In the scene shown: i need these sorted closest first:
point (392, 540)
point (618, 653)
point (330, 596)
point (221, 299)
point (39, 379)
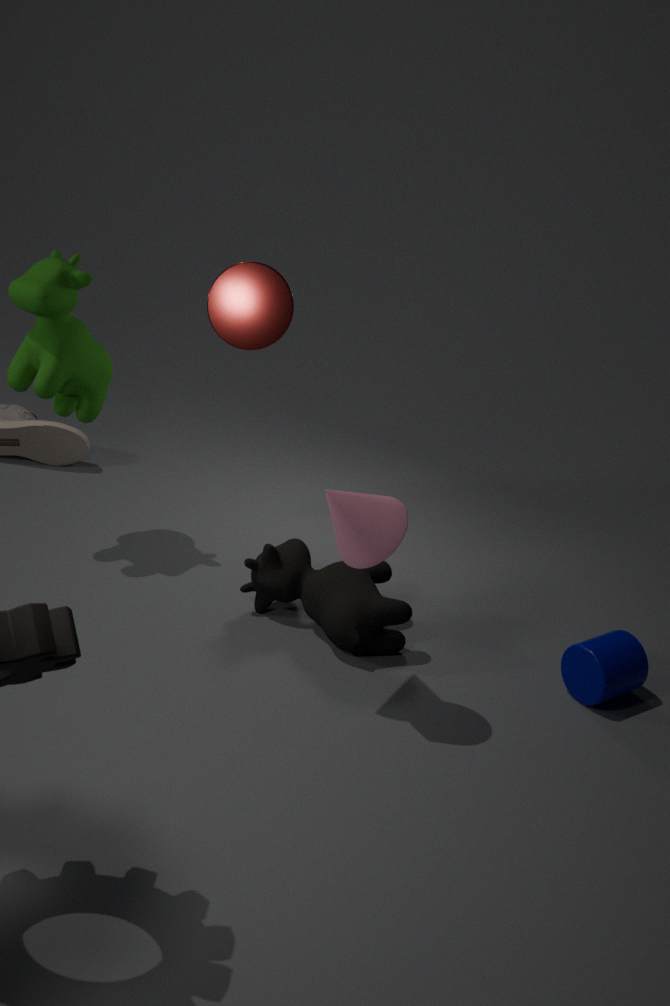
point (221, 299)
point (392, 540)
point (618, 653)
point (330, 596)
point (39, 379)
